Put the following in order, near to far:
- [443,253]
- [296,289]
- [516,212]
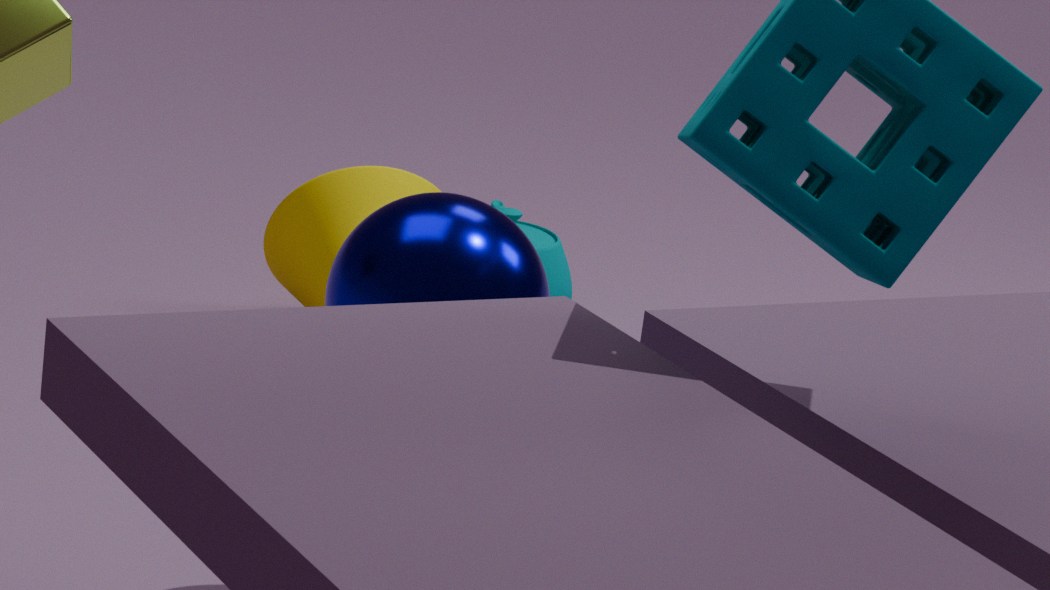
[443,253], [296,289], [516,212]
